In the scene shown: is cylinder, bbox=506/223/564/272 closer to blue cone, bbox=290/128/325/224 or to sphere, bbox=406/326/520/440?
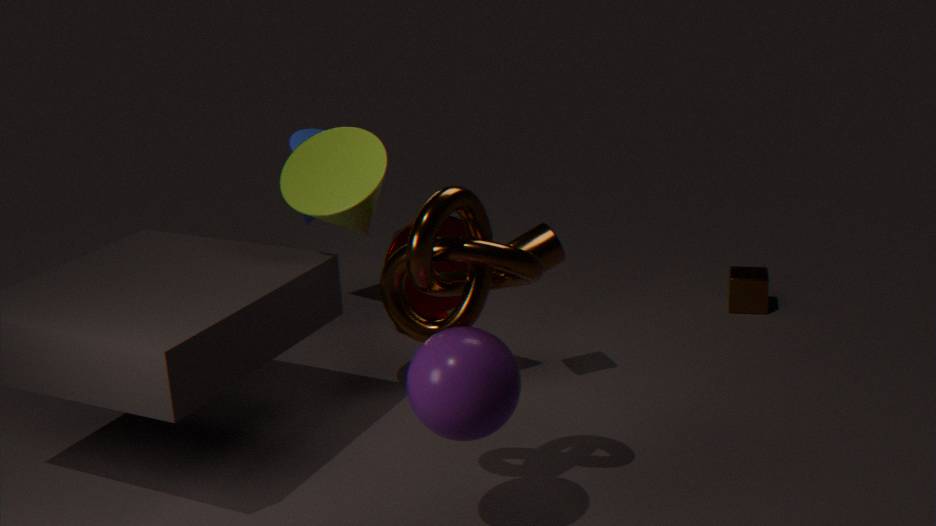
sphere, bbox=406/326/520/440
